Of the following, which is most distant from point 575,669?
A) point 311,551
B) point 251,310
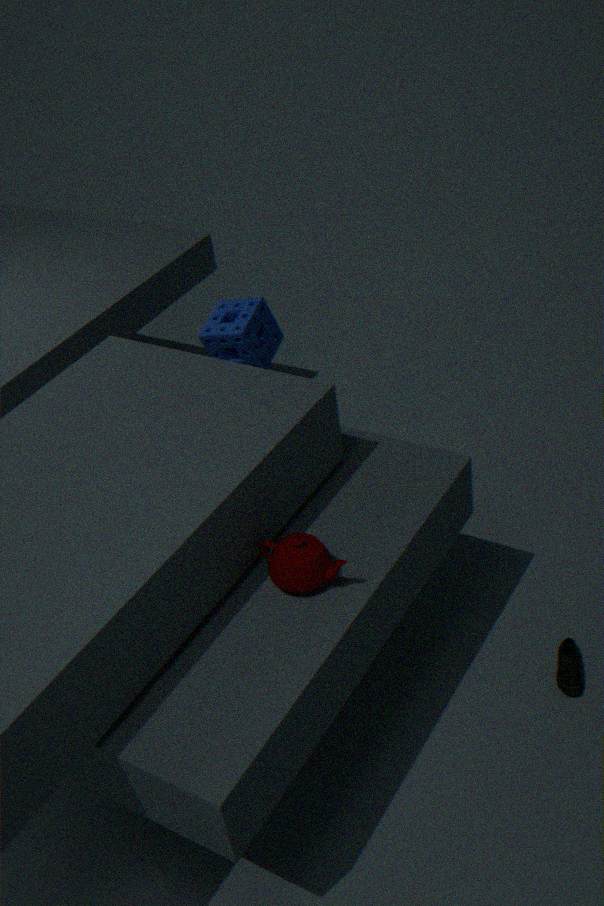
point 251,310
